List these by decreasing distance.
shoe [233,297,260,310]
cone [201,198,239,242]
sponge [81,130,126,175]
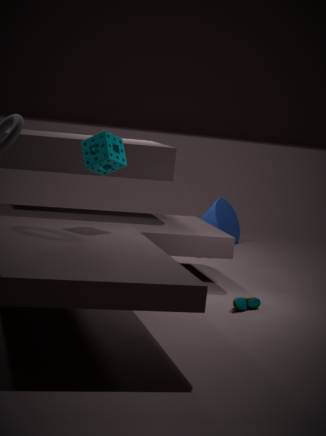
cone [201,198,239,242] → shoe [233,297,260,310] → sponge [81,130,126,175]
